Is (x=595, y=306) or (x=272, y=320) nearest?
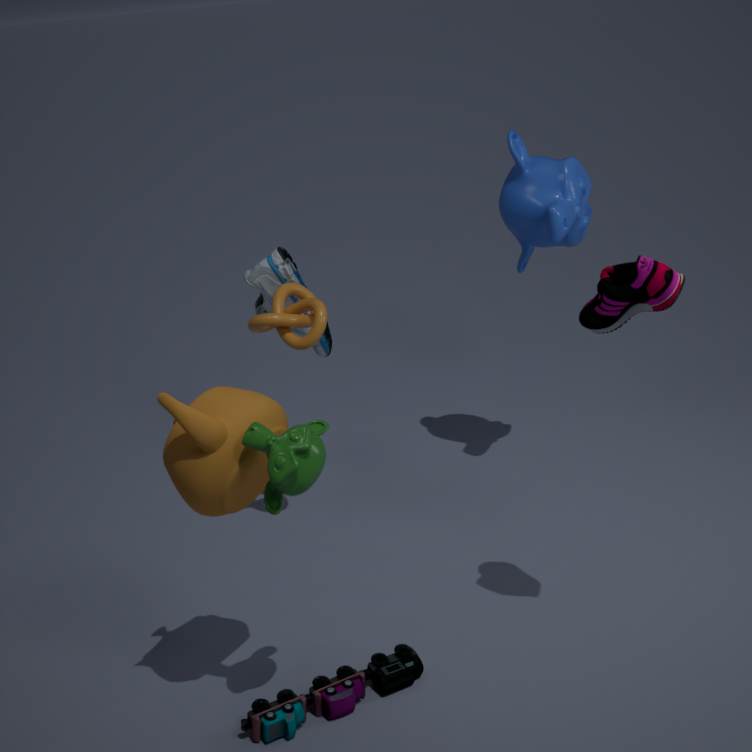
(x=595, y=306)
